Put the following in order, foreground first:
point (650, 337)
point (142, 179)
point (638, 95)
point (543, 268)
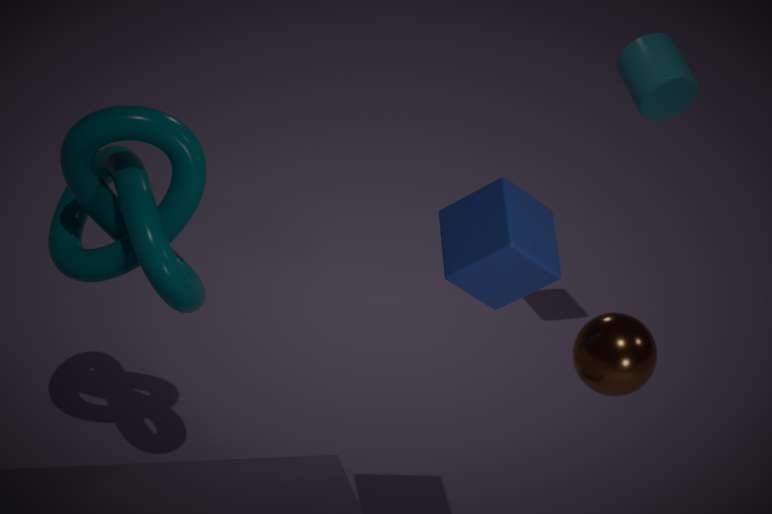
1. point (543, 268)
2. point (650, 337)
3. point (142, 179)
4. point (638, 95)
